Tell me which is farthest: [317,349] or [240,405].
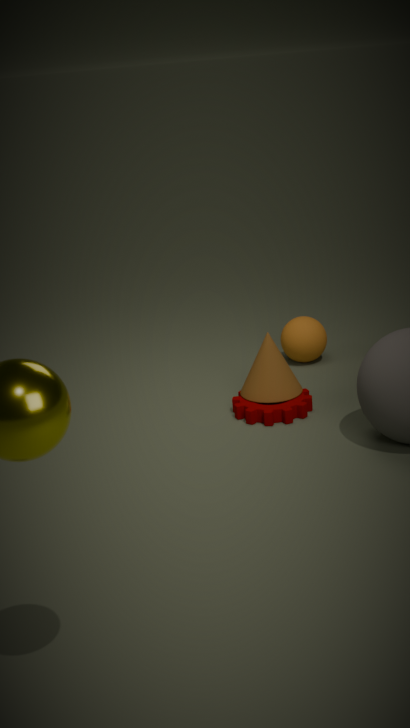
[317,349]
